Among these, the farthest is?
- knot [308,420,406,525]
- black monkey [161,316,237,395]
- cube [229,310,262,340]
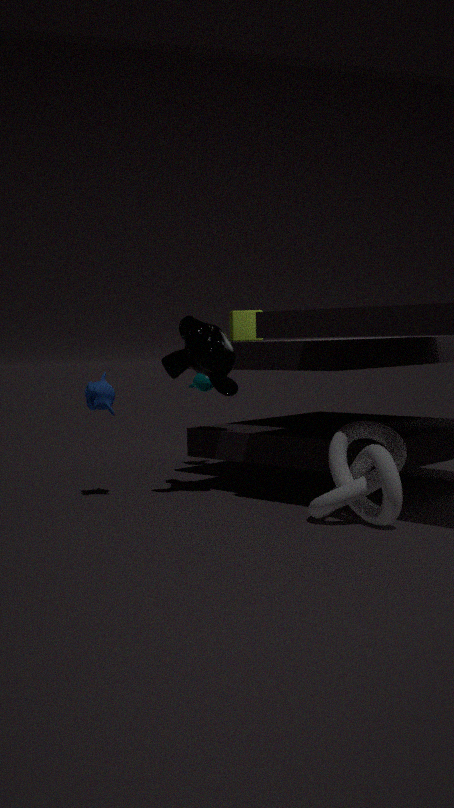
cube [229,310,262,340]
